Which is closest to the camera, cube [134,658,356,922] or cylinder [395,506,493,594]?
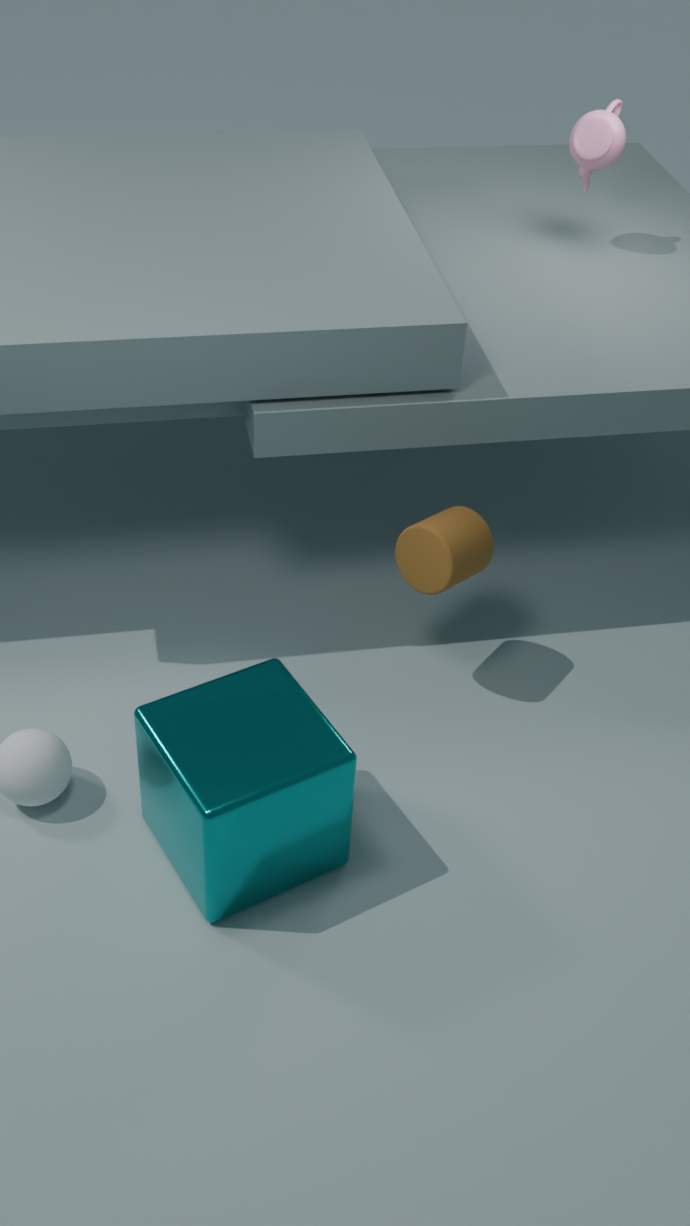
cube [134,658,356,922]
